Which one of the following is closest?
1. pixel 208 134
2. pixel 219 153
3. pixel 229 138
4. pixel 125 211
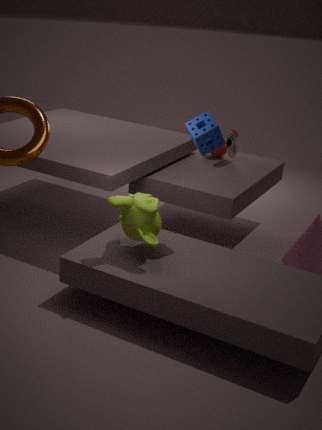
pixel 125 211
